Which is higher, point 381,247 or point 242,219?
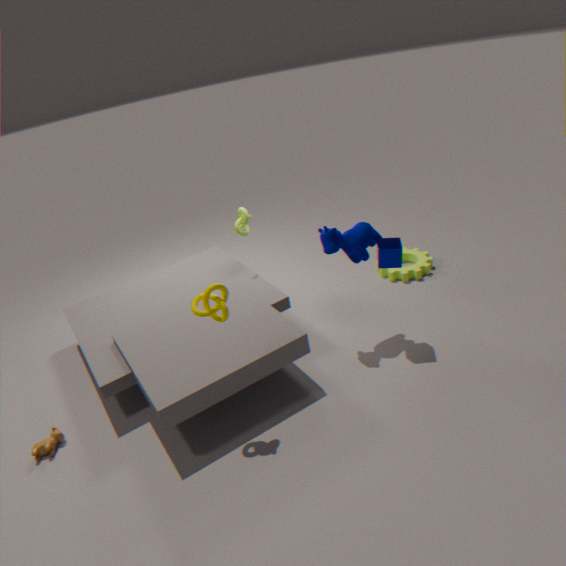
point 242,219
